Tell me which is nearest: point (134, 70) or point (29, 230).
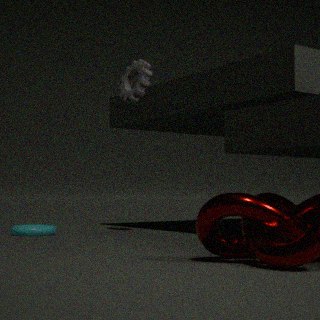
point (29, 230)
